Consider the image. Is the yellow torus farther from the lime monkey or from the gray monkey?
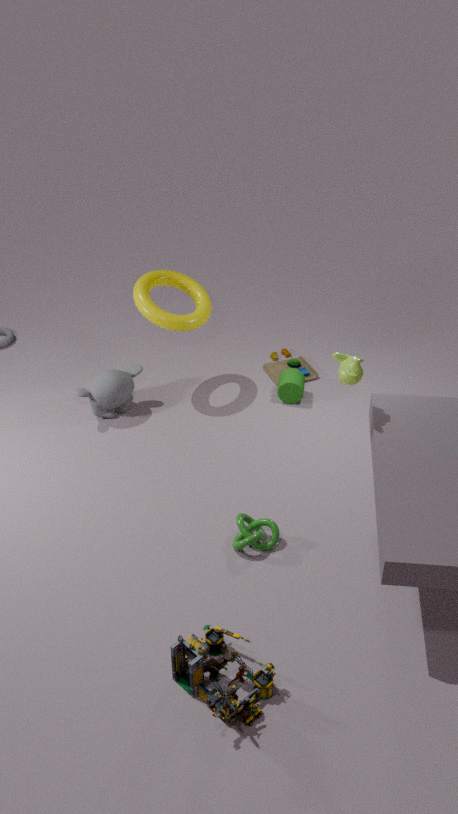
the lime monkey
